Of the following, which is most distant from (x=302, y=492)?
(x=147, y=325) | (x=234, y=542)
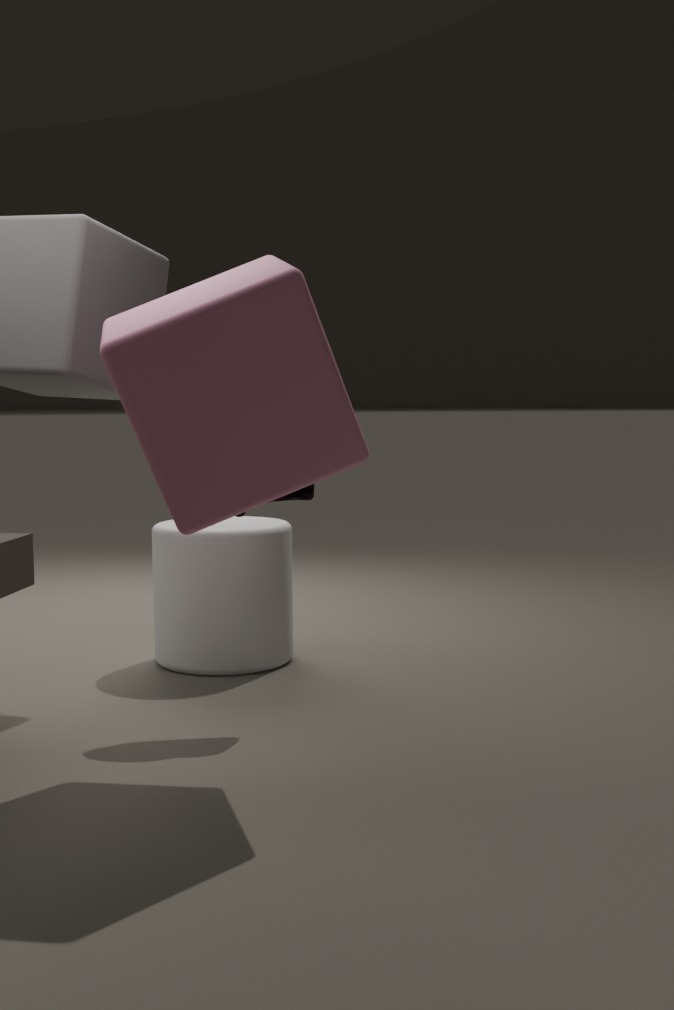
(x=234, y=542)
